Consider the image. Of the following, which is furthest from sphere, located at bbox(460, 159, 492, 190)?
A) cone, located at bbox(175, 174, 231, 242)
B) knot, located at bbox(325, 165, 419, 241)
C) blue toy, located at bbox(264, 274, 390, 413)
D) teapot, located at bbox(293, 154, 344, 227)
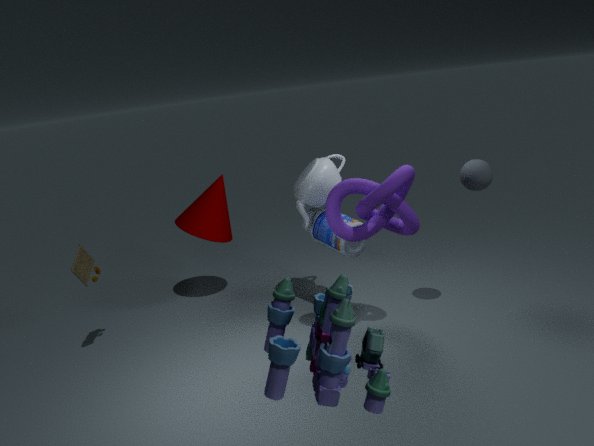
cone, located at bbox(175, 174, 231, 242)
